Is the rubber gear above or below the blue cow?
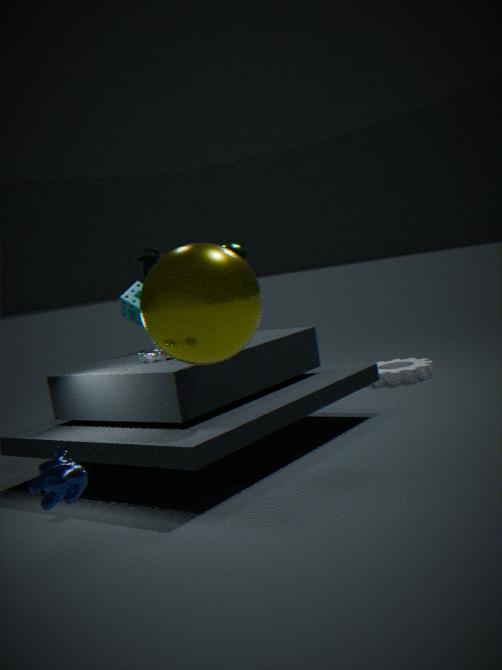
below
